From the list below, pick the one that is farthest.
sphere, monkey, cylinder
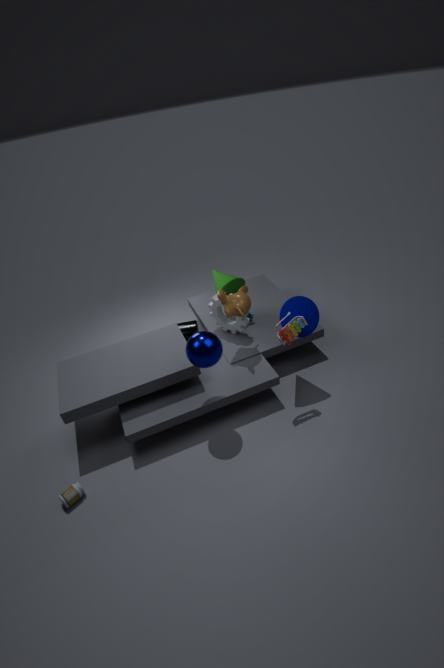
cylinder
